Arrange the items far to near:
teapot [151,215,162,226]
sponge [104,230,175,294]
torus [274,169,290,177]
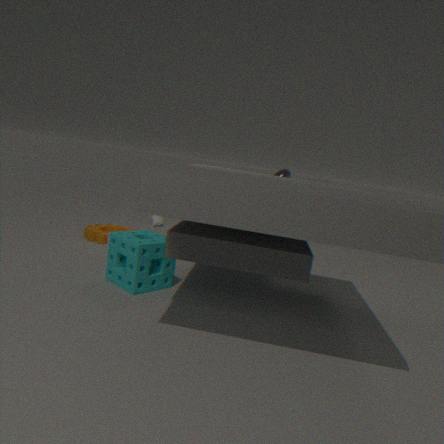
teapot [151,215,162,226] → torus [274,169,290,177] → sponge [104,230,175,294]
